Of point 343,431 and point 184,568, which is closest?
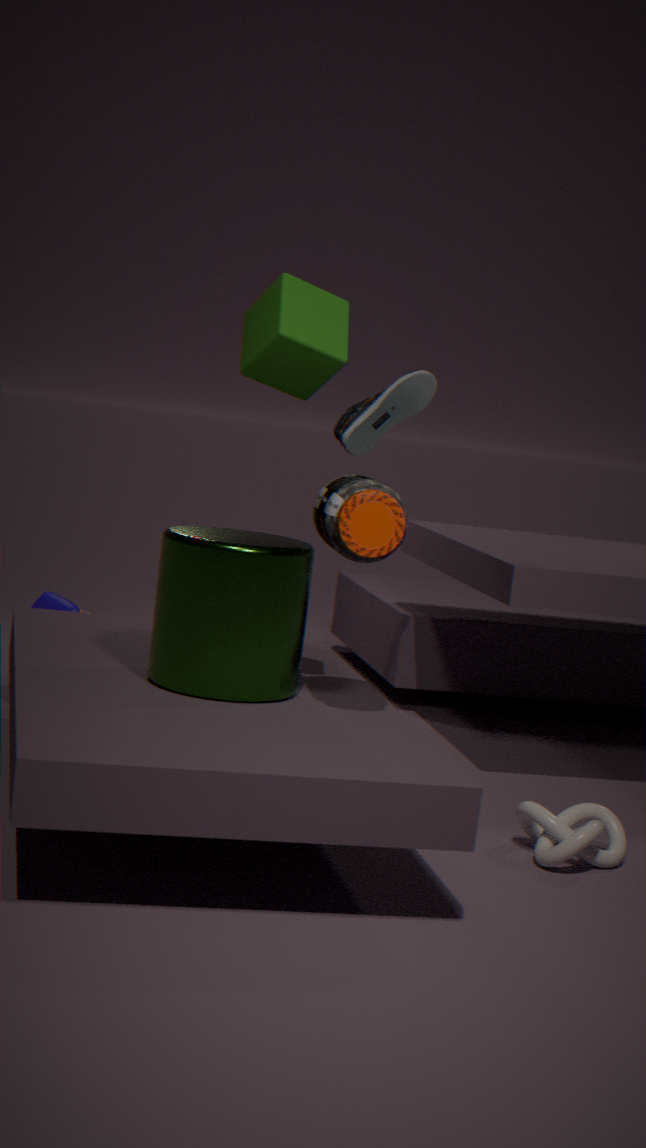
point 184,568
